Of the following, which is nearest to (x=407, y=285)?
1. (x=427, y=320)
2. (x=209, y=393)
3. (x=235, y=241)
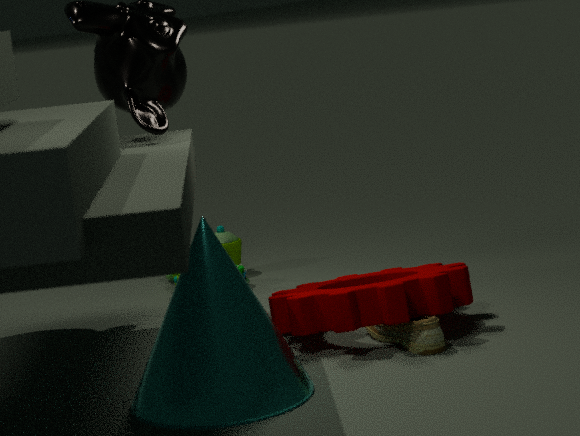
(x=427, y=320)
